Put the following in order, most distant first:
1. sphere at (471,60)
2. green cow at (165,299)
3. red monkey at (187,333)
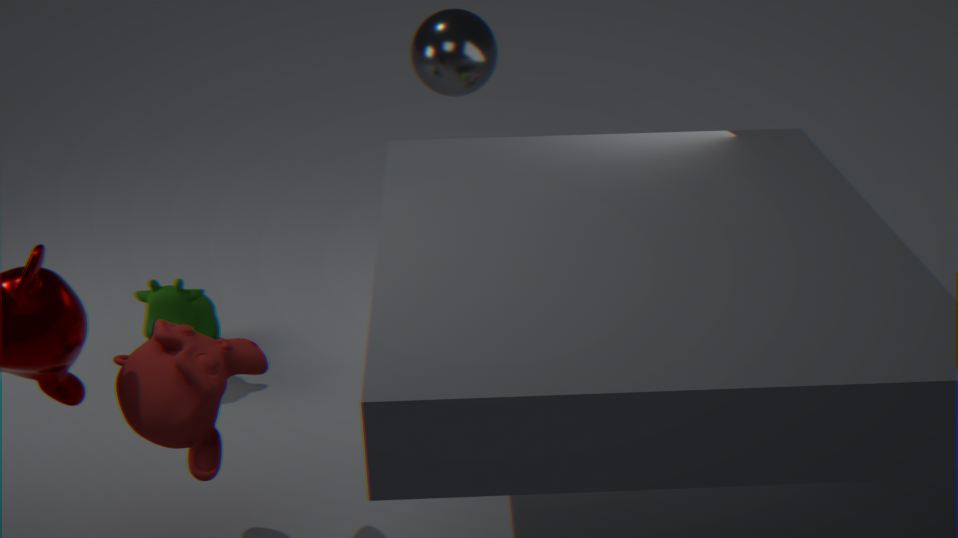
sphere at (471,60) < green cow at (165,299) < red monkey at (187,333)
